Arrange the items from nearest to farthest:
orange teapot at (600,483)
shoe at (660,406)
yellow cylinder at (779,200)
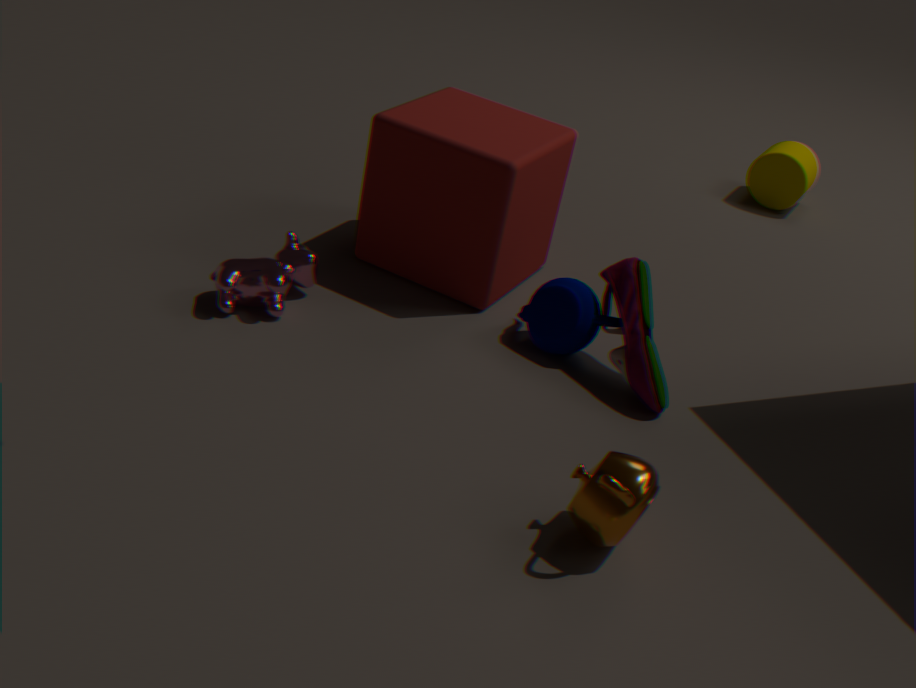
orange teapot at (600,483), shoe at (660,406), yellow cylinder at (779,200)
